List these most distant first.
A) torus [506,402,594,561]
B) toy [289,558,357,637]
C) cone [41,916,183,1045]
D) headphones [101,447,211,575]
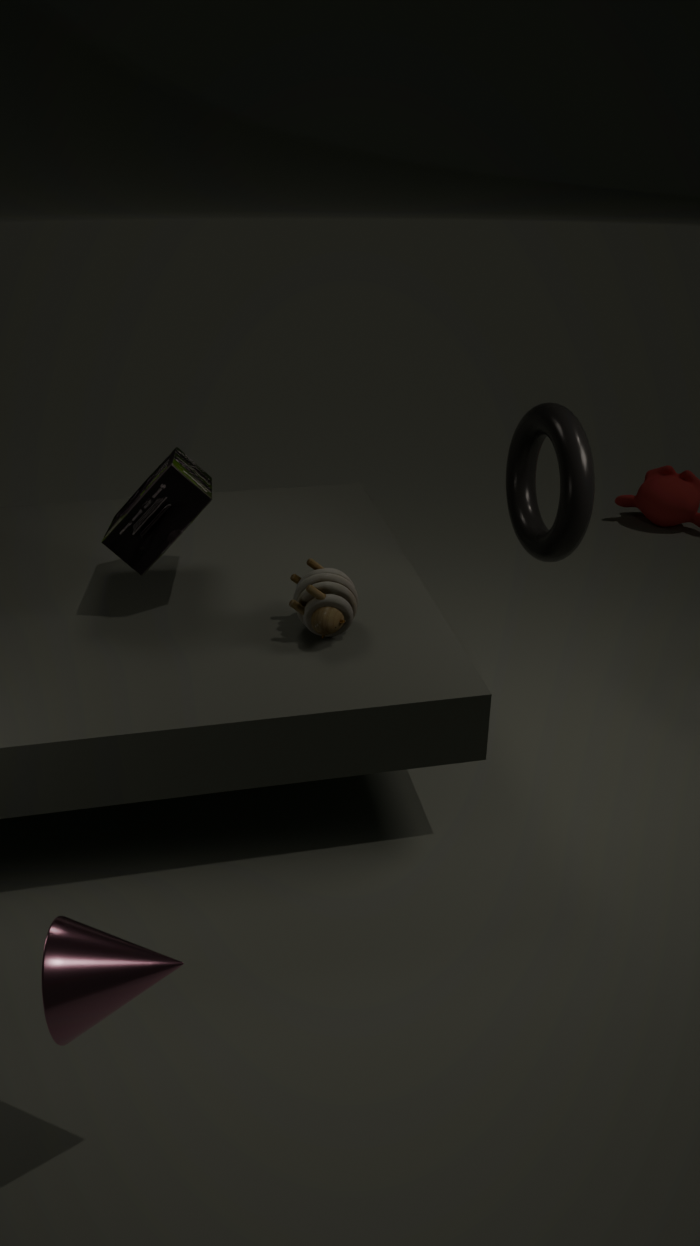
torus [506,402,594,561] < headphones [101,447,211,575] < toy [289,558,357,637] < cone [41,916,183,1045]
